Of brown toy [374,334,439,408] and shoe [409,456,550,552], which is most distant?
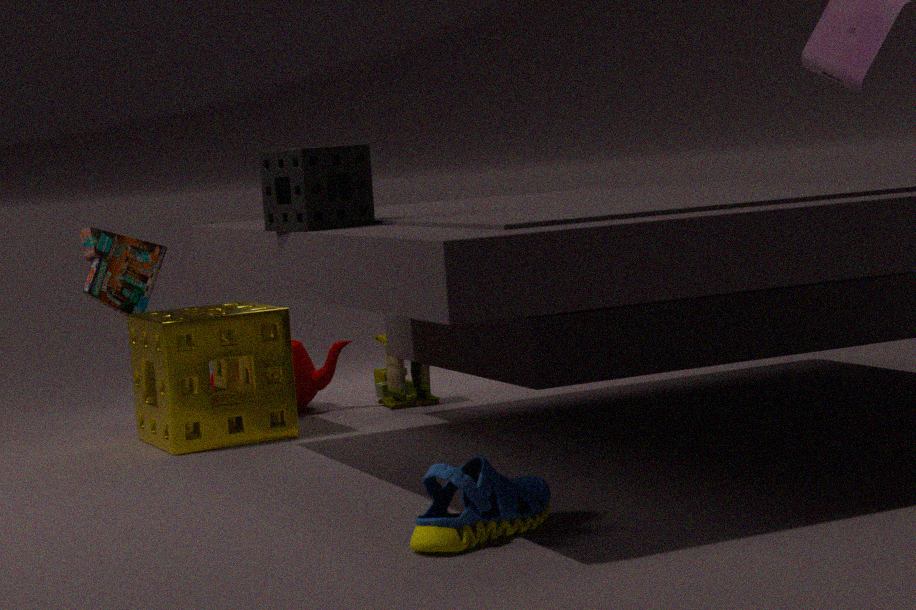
brown toy [374,334,439,408]
